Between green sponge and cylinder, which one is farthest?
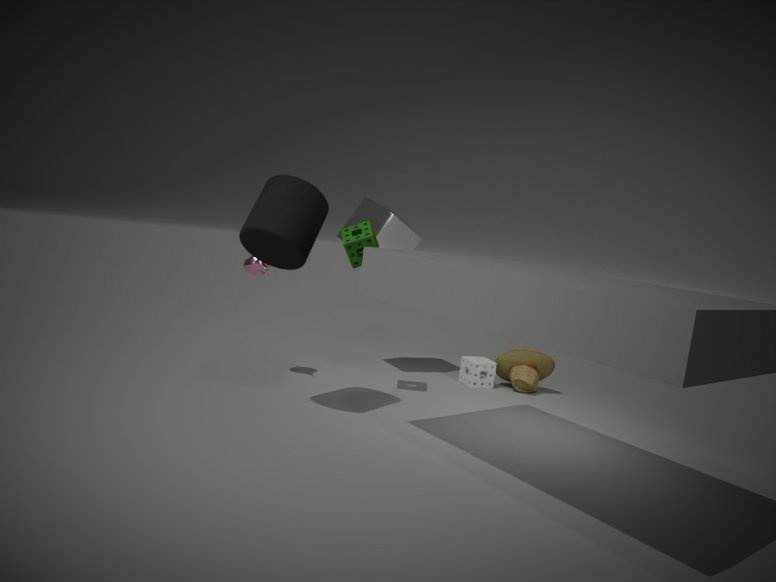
green sponge
